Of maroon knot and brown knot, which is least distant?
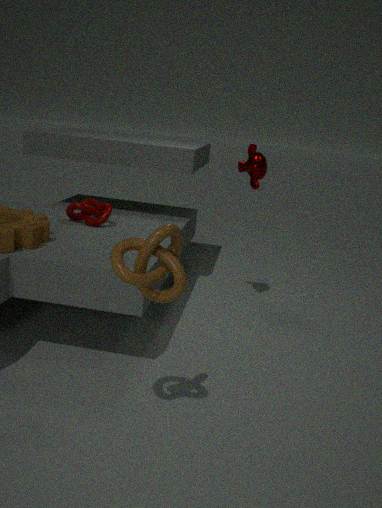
brown knot
